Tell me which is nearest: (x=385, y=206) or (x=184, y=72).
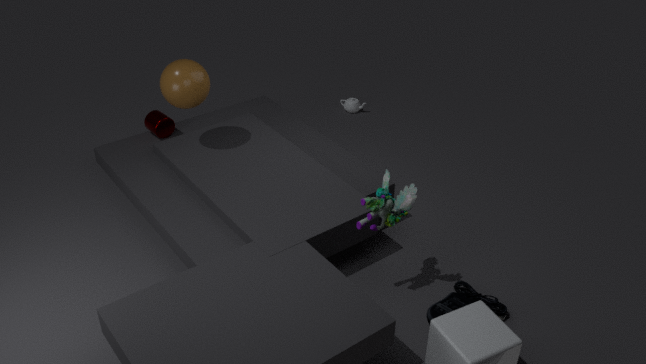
(x=385, y=206)
